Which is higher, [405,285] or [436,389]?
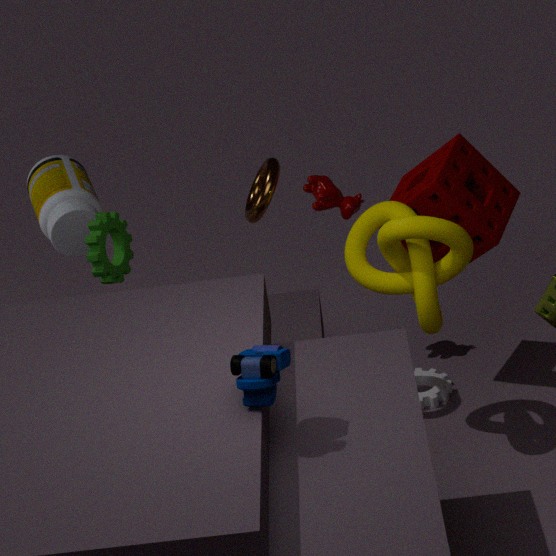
[405,285]
